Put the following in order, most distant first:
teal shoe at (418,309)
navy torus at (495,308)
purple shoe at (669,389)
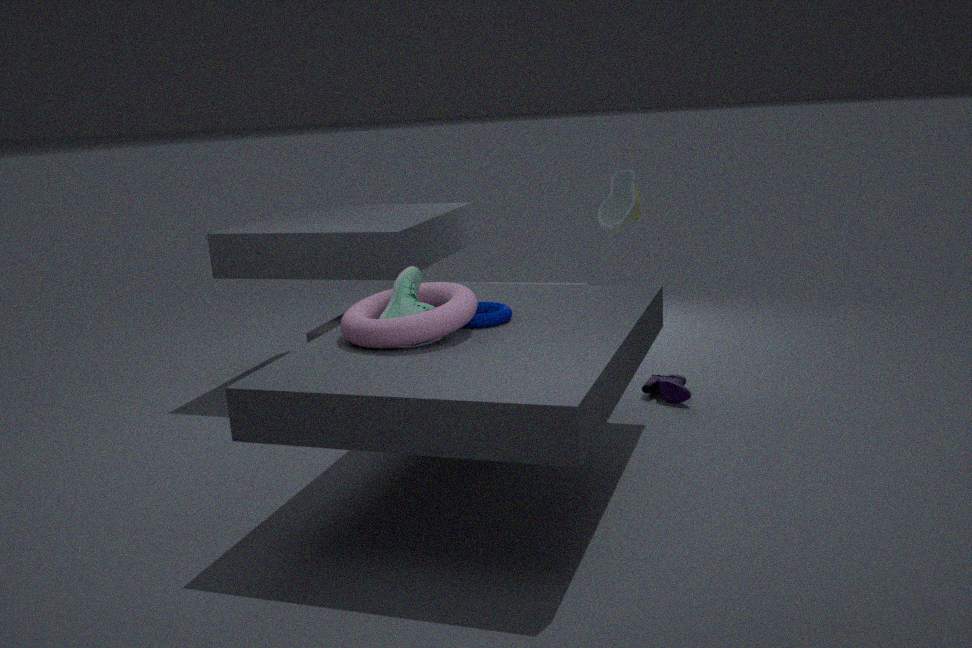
1. purple shoe at (669,389)
2. navy torus at (495,308)
3. teal shoe at (418,309)
